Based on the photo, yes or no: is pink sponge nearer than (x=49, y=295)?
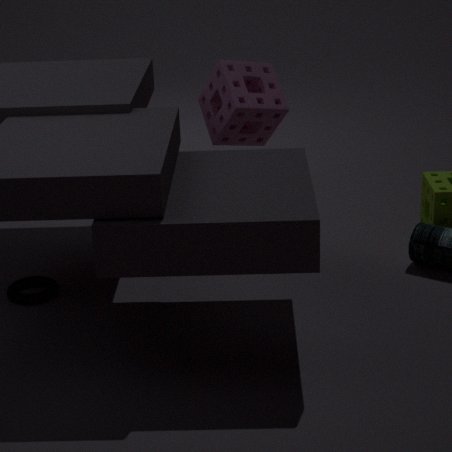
Yes
